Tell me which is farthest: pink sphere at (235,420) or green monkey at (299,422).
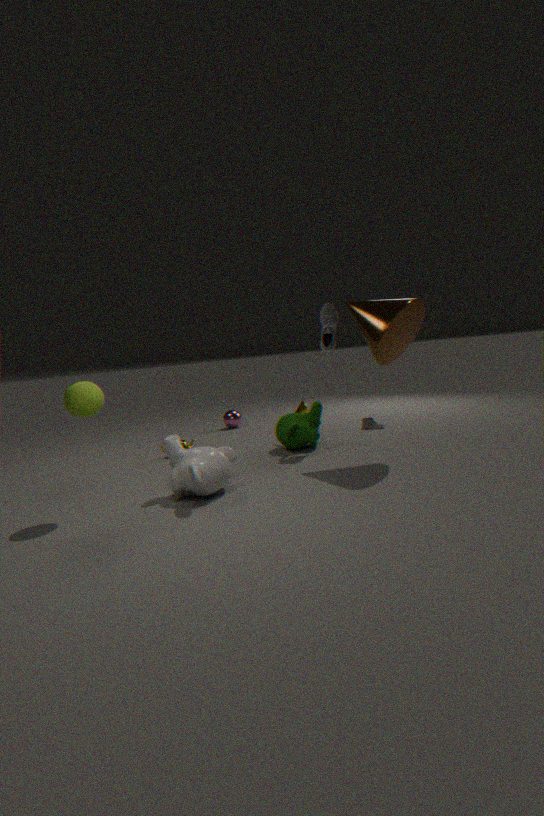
pink sphere at (235,420)
